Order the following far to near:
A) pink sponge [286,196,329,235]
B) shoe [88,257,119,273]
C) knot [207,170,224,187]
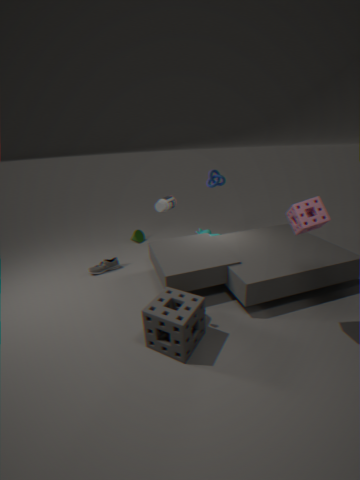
1. knot [207,170,224,187]
2. shoe [88,257,119,273]
3. pink sponge [286,196,329,235]
